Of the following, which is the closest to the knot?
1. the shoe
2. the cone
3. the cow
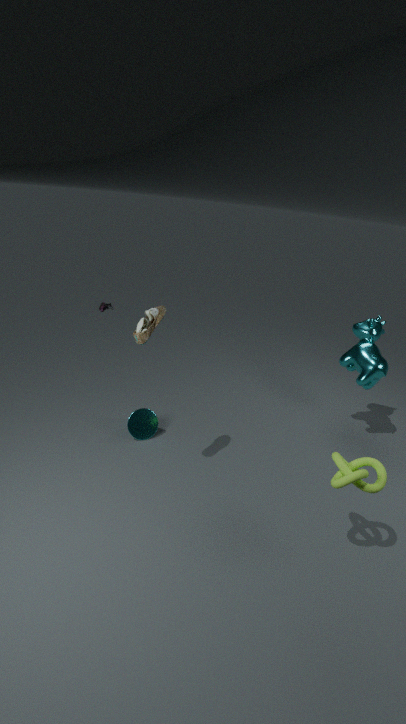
the cow
